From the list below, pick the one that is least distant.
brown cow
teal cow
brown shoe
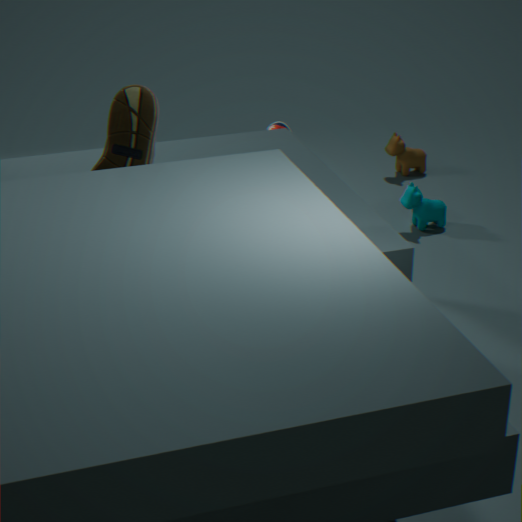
brown shoe
